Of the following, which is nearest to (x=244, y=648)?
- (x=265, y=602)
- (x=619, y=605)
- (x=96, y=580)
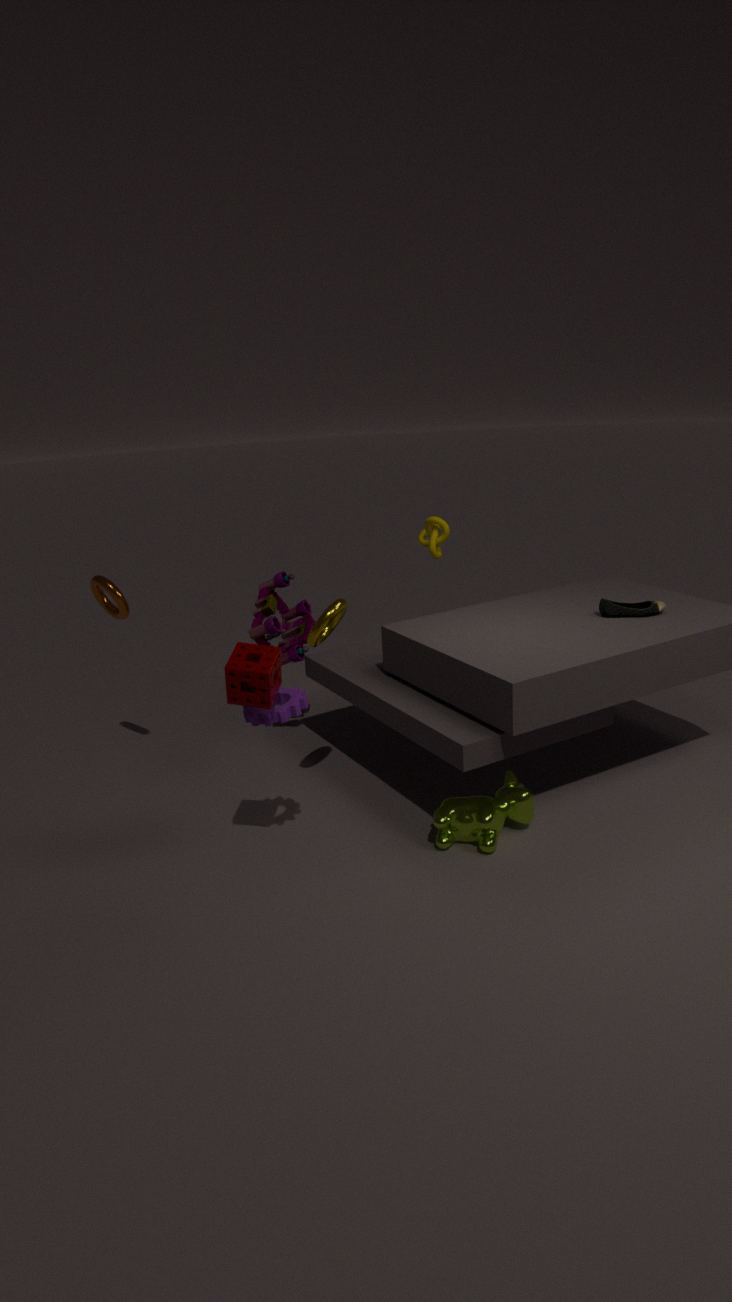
(x=96, y=580)
